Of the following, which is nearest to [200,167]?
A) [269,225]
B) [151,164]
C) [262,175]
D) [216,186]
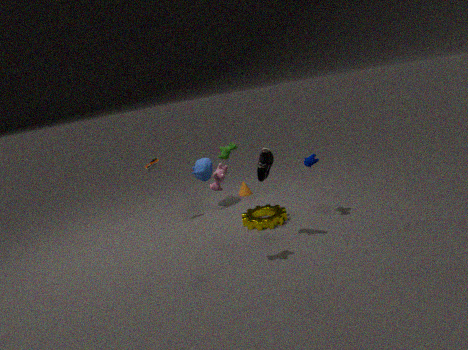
[151,164]
